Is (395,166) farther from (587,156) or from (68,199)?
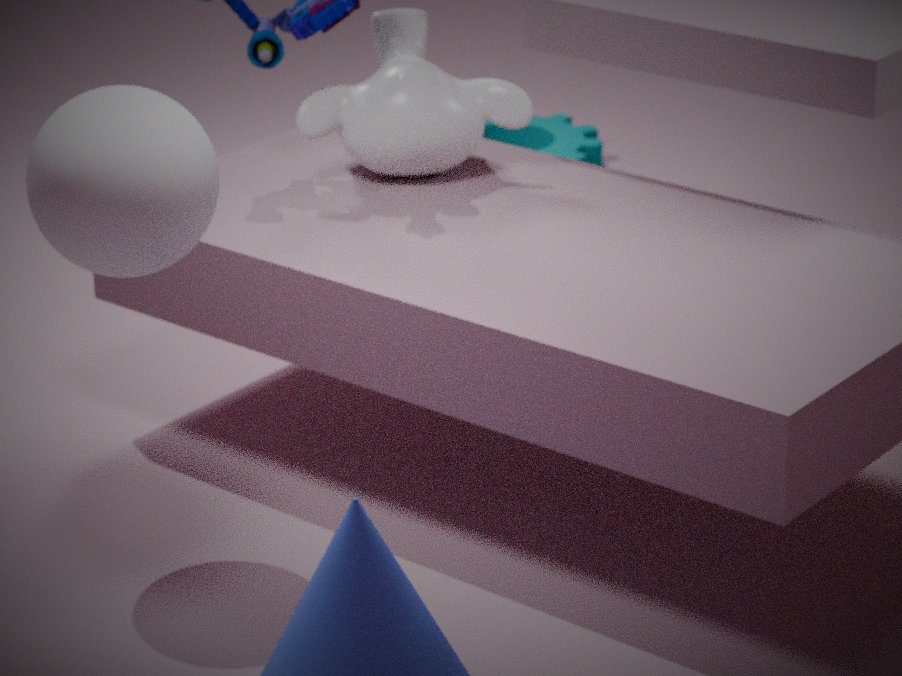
(587,156)
